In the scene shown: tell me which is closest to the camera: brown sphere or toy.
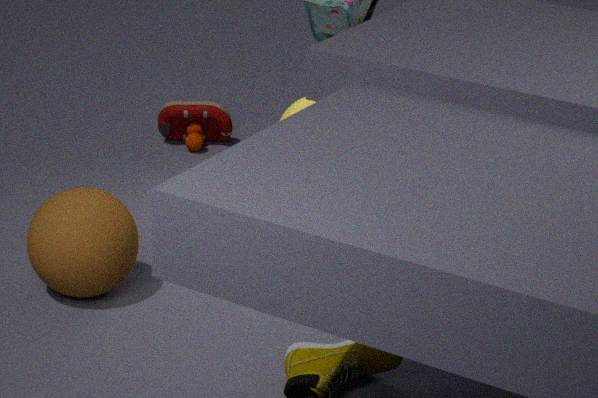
brown sphere
